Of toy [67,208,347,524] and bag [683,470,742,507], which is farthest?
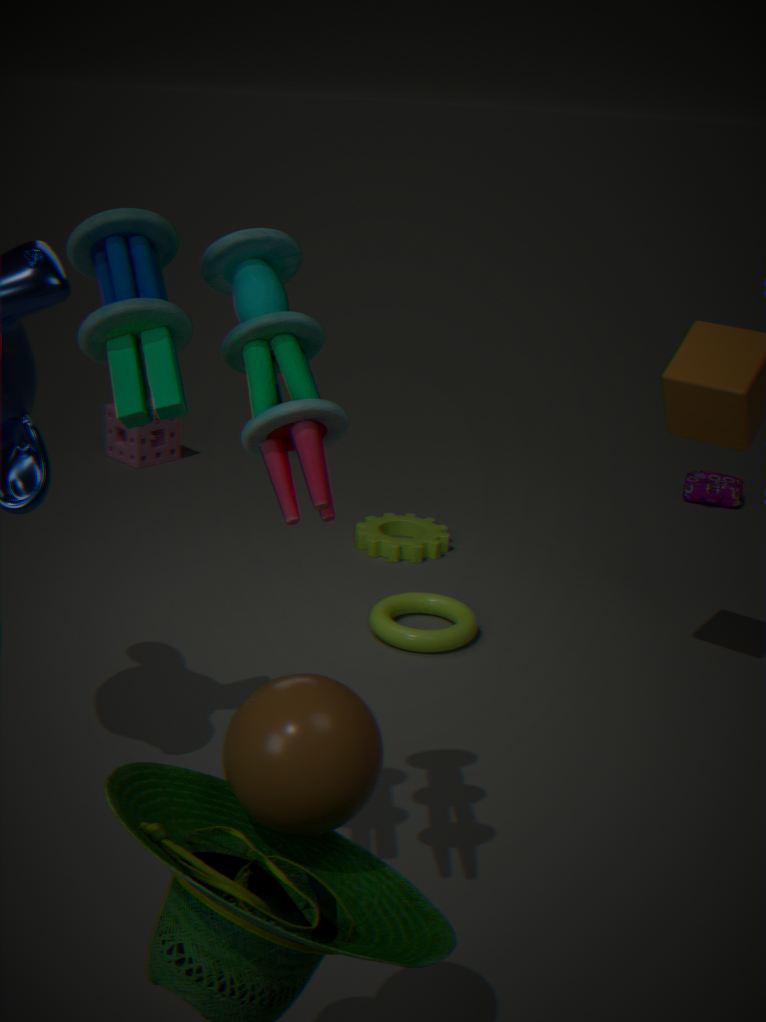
bag [683,470,742,507]
